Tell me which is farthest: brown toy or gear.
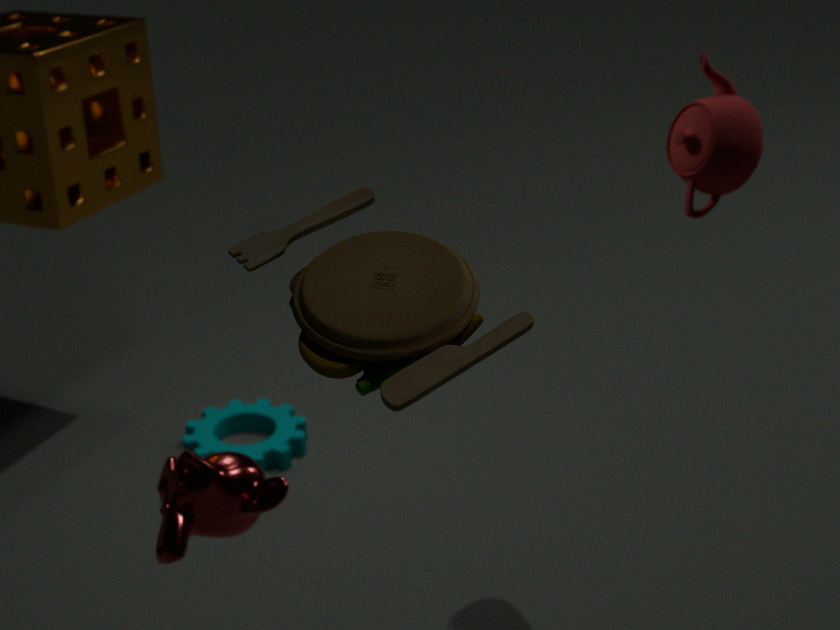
gear
